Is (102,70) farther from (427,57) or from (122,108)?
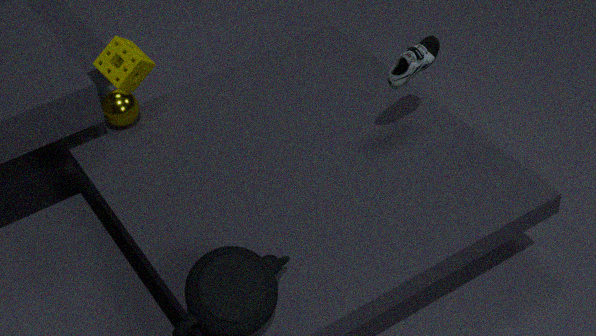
(427,57)
